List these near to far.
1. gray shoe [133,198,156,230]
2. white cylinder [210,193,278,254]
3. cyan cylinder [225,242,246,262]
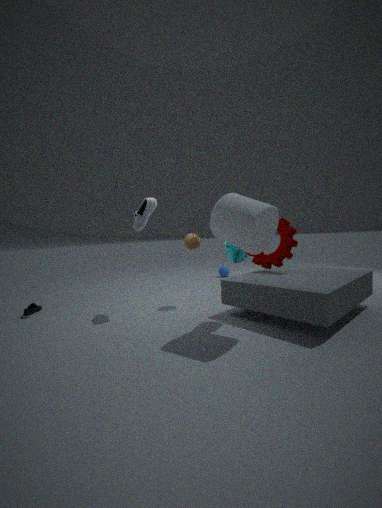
1. white cylinder [210,193,278,254]
2. cyan cylinder [225,242,246,262]
3. gray shoe [133,198,156,230]
